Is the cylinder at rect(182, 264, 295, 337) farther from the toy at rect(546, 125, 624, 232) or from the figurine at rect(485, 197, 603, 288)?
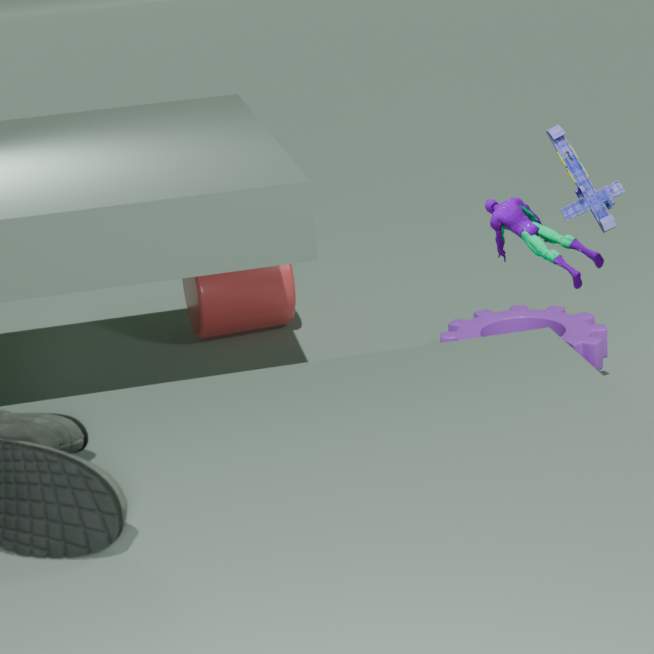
the toy at rect(546, 125, 624, 232)
